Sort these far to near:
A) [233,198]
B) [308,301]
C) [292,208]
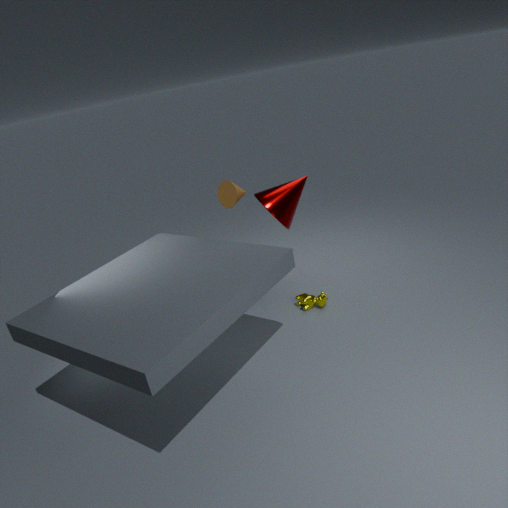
[292,208], [308,301], [233,198]
